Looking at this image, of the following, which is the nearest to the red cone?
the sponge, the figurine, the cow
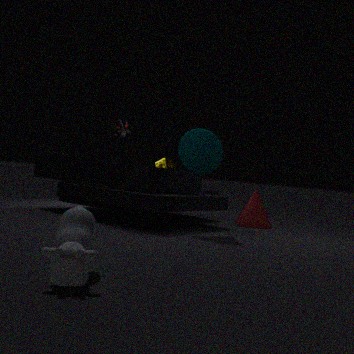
the sponge
